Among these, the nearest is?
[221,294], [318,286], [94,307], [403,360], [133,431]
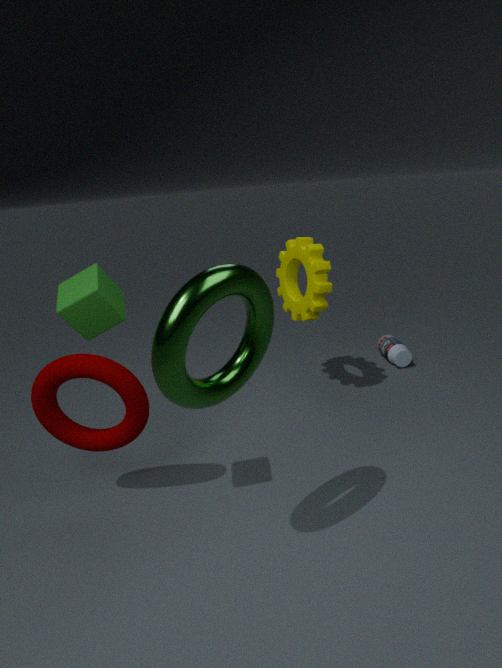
[221,294]
